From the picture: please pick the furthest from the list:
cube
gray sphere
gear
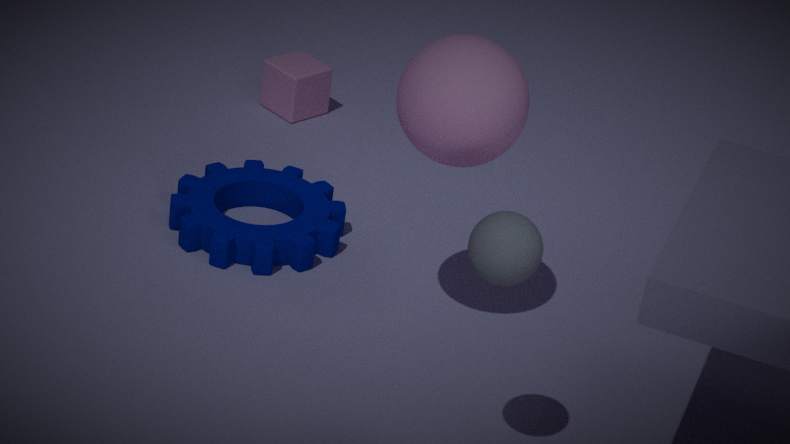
cube
